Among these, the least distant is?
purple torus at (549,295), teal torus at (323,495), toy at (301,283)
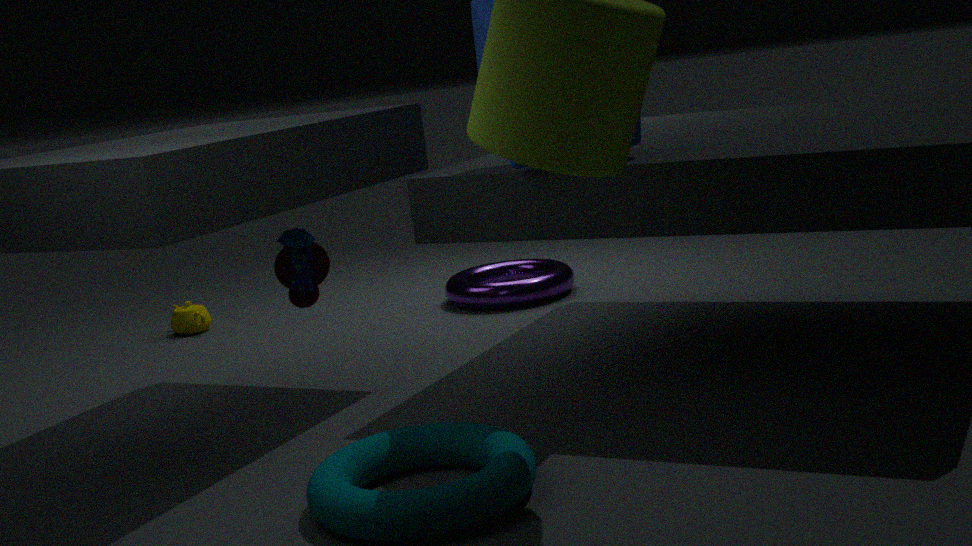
teal torus at (323,495)
